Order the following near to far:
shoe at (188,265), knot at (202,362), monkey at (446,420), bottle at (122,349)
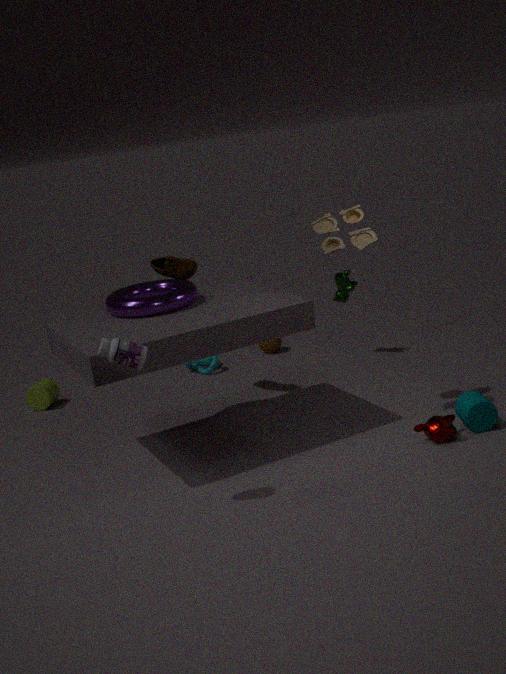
bottle at (122,349) → monkey at (446,420) → shoe at (188,265) → knot at (202,362)
